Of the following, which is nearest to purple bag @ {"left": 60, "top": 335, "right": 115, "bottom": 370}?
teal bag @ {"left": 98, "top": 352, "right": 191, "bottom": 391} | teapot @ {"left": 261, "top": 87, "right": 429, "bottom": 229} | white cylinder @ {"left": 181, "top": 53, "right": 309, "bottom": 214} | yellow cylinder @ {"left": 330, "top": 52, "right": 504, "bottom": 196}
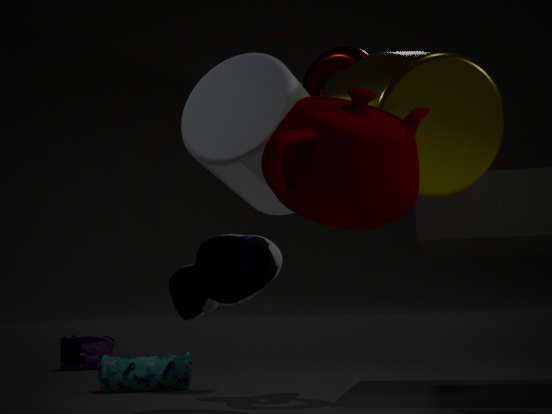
teal bag @ {"left": 98, "top": 352, "right": 191, "bottom": 391}
